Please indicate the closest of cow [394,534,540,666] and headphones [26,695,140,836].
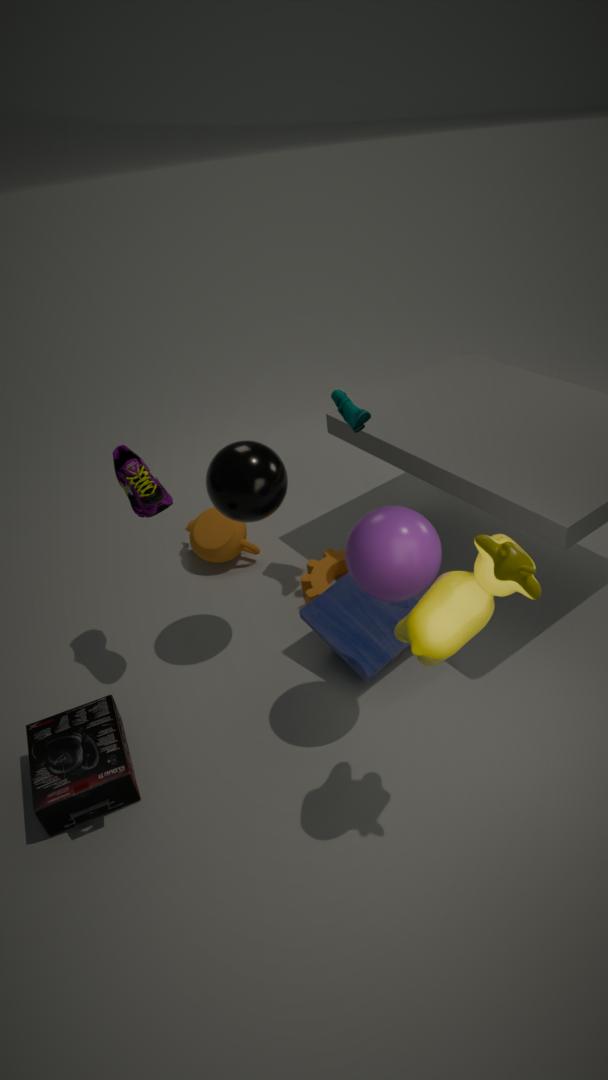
cow [394,534,540,666]
